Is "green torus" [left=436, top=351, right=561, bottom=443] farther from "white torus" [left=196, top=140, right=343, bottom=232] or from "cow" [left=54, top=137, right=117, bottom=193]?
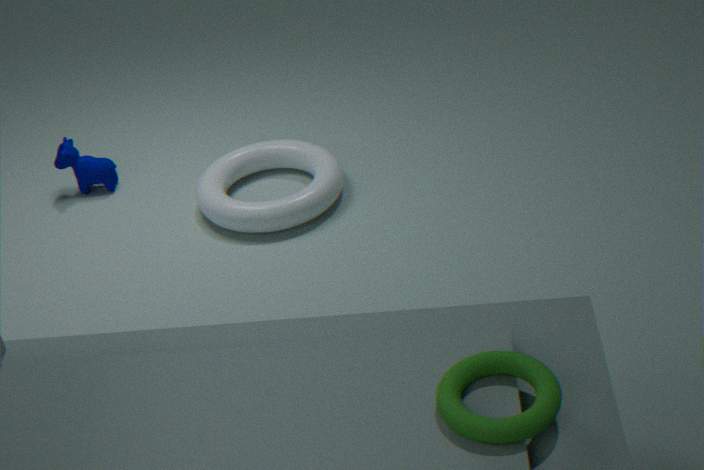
"cow" [left=54, top=137, right=117, bottom=193]
